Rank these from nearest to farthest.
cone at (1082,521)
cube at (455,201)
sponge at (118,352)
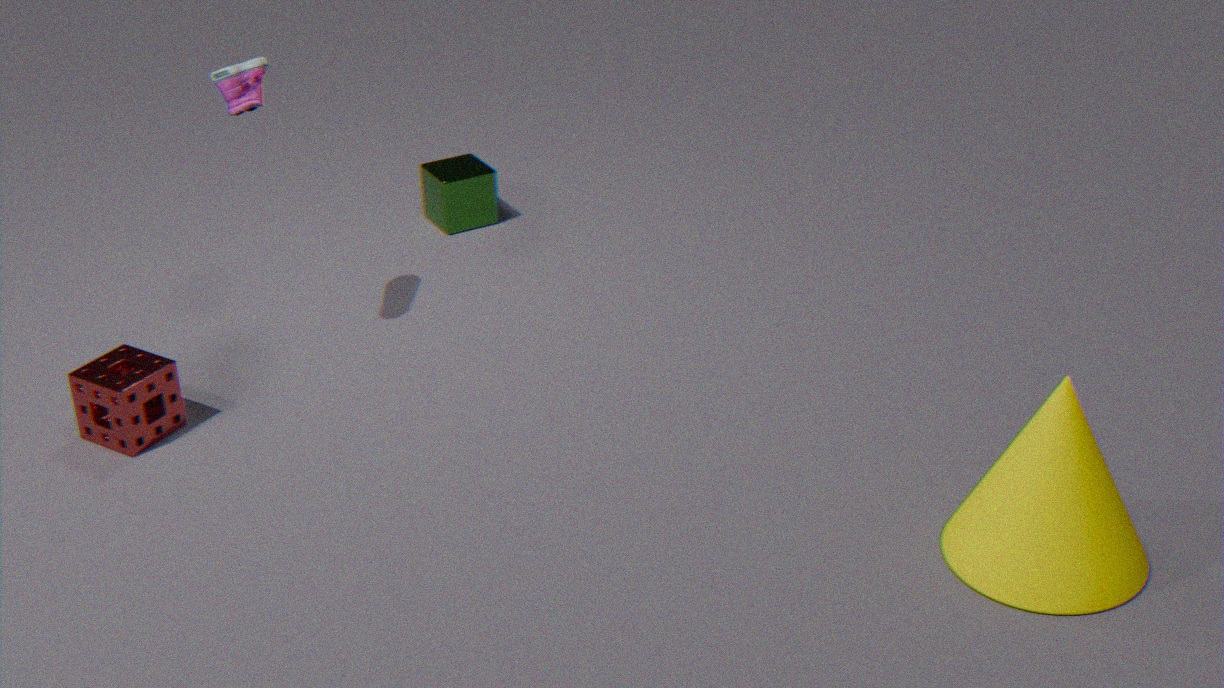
cone at (1082,521)
sponge at (118,352)
cube at (455,201)
